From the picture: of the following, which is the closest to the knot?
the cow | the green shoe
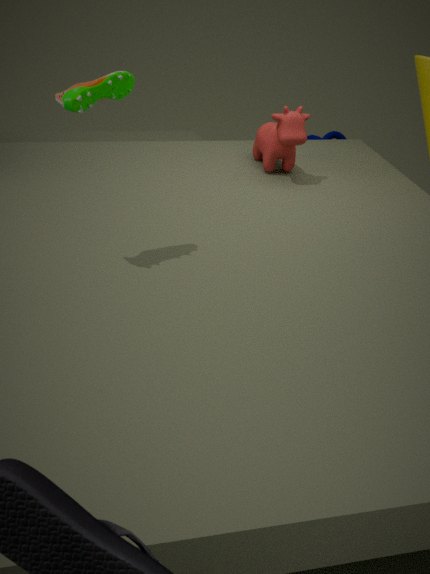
the cow
